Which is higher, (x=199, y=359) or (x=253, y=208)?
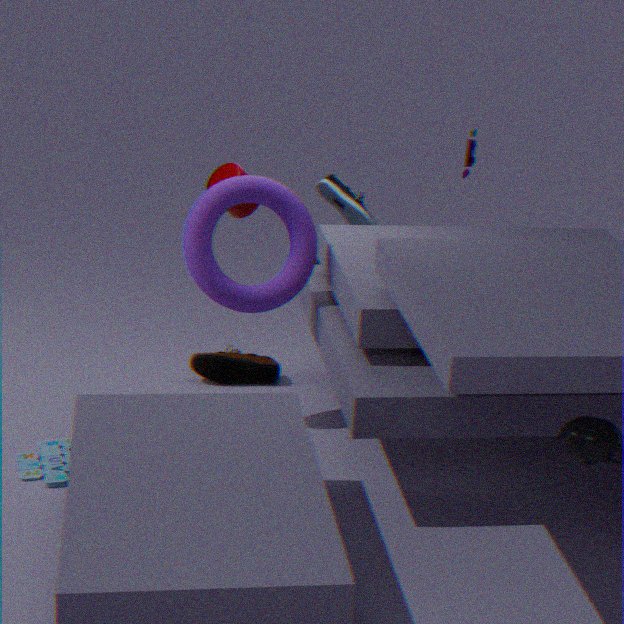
(x=253, y=208)
